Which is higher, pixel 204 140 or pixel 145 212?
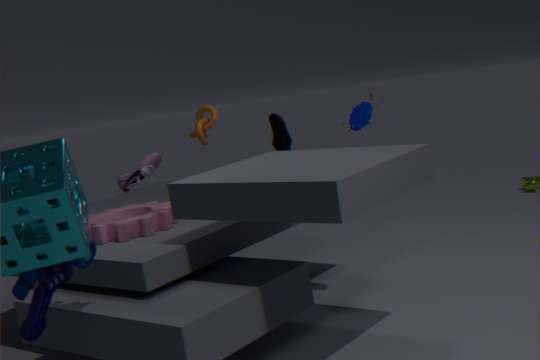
pixel 204 140
